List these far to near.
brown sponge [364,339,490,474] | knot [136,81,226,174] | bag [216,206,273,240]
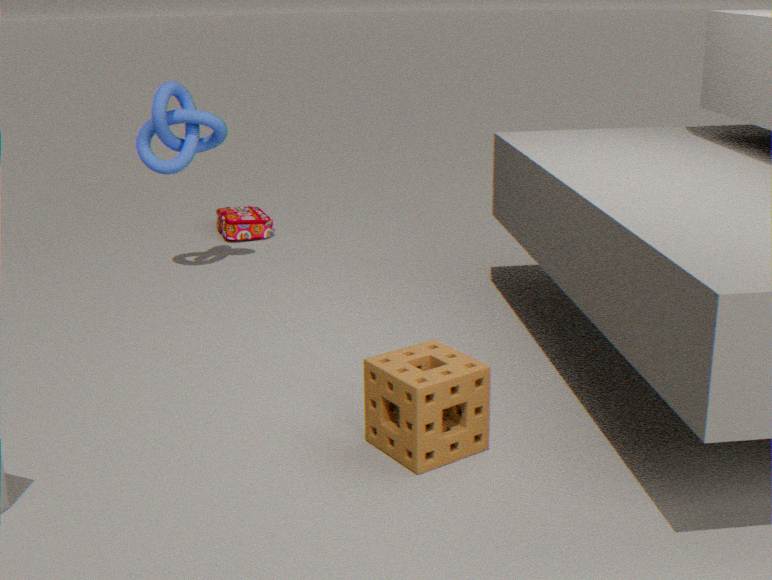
bag [216,206,273,240] → knot [136,81,226,174] → brown sponge [364,339,490,474]
